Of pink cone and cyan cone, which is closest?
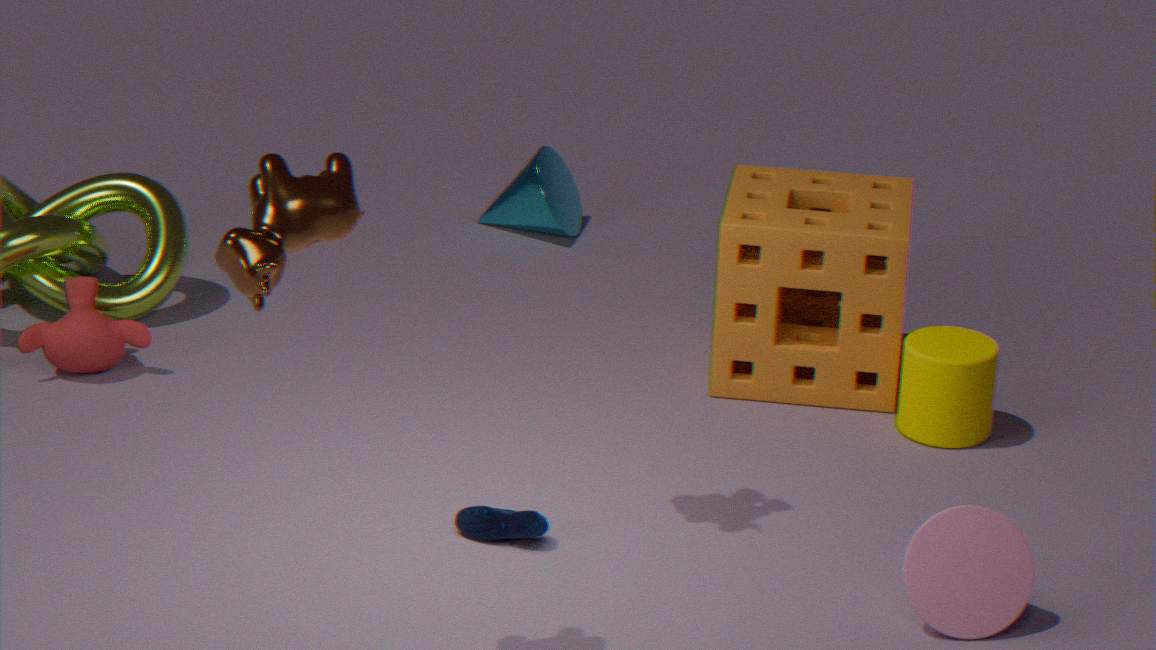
pink cone
